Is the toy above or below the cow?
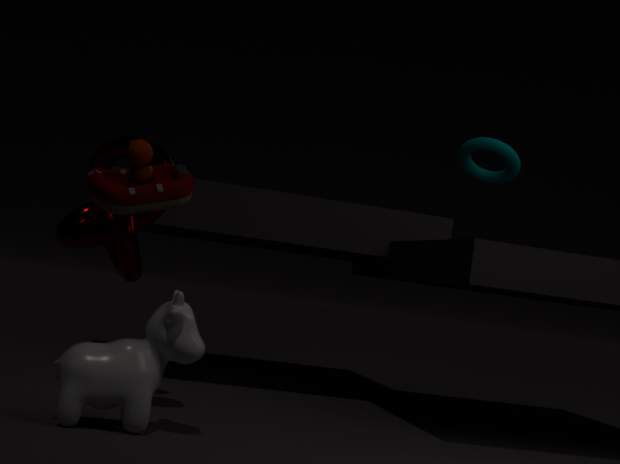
above
